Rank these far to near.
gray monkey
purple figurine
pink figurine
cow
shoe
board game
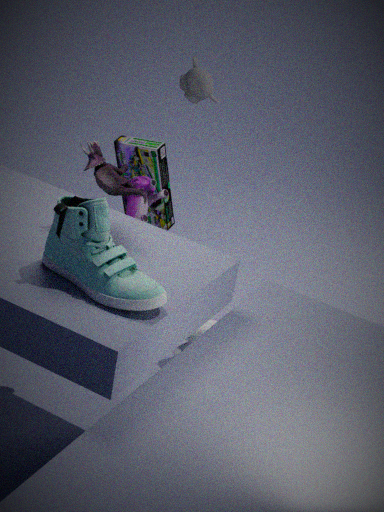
gray monkey, board game, cow, purple figurine, pink figurine, shoe
